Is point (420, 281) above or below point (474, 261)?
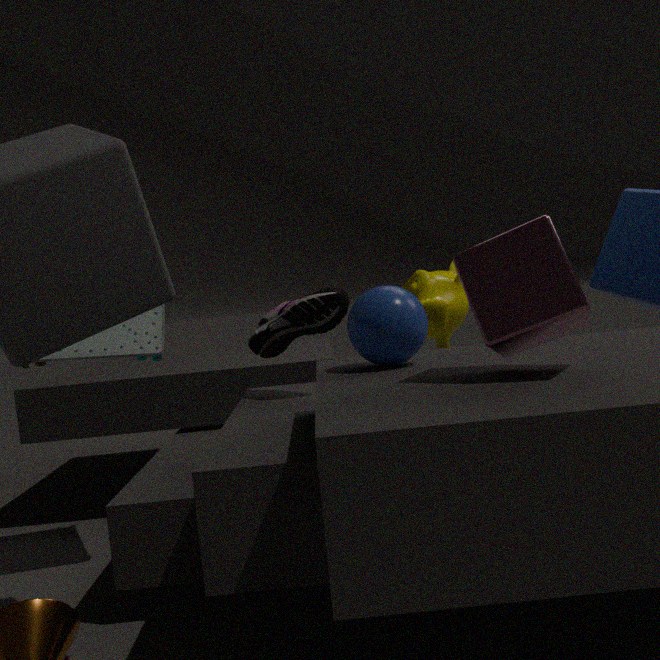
below
